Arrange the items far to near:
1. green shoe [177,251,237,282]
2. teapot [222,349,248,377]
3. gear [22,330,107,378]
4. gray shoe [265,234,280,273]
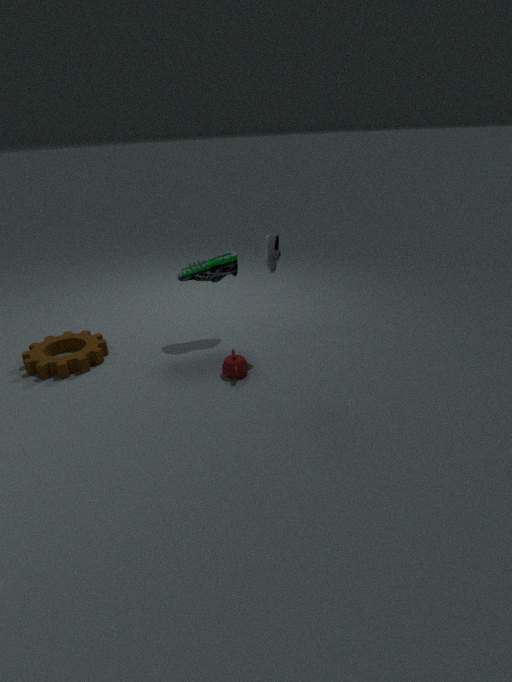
green shoe [177,251,237,282] → gear [22,330,107,378] → gray shoe [265,234,280,273] → teapot [222,349,248,377]
